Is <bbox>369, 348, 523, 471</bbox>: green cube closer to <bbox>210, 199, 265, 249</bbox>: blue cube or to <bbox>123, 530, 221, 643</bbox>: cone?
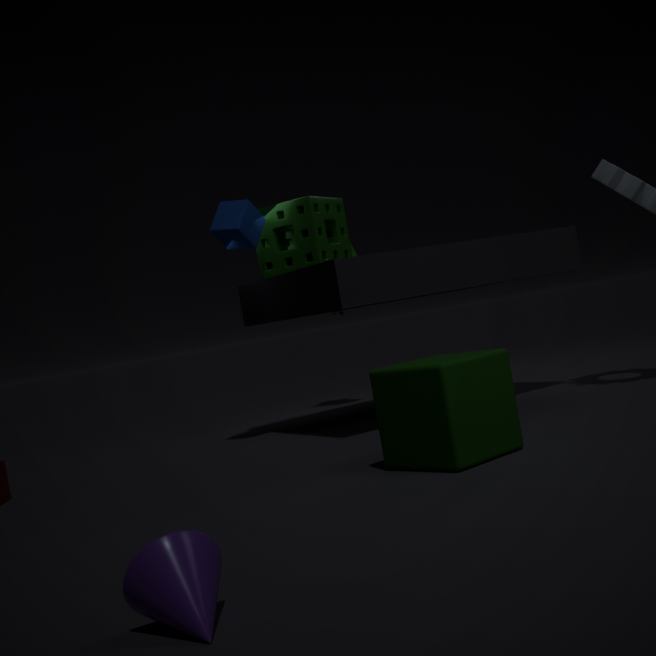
<bbox>123, 530, 221, 643</bbox>: cone
